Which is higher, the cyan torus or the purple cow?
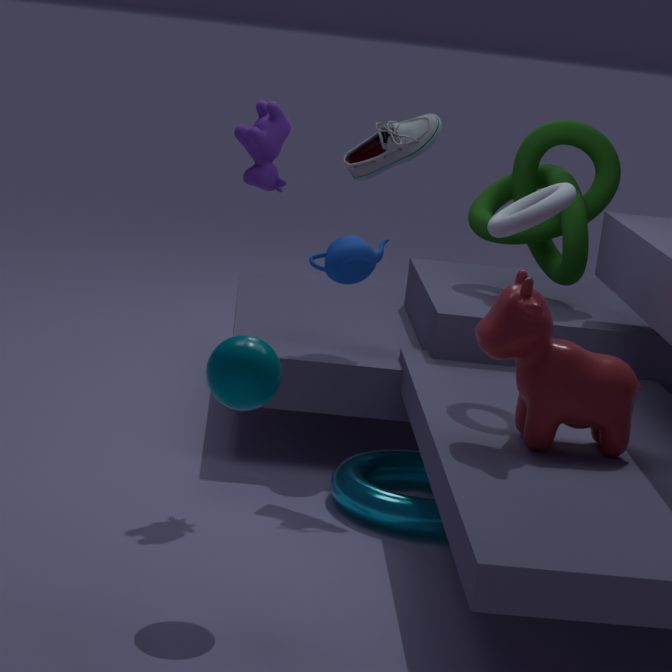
the purple cow
